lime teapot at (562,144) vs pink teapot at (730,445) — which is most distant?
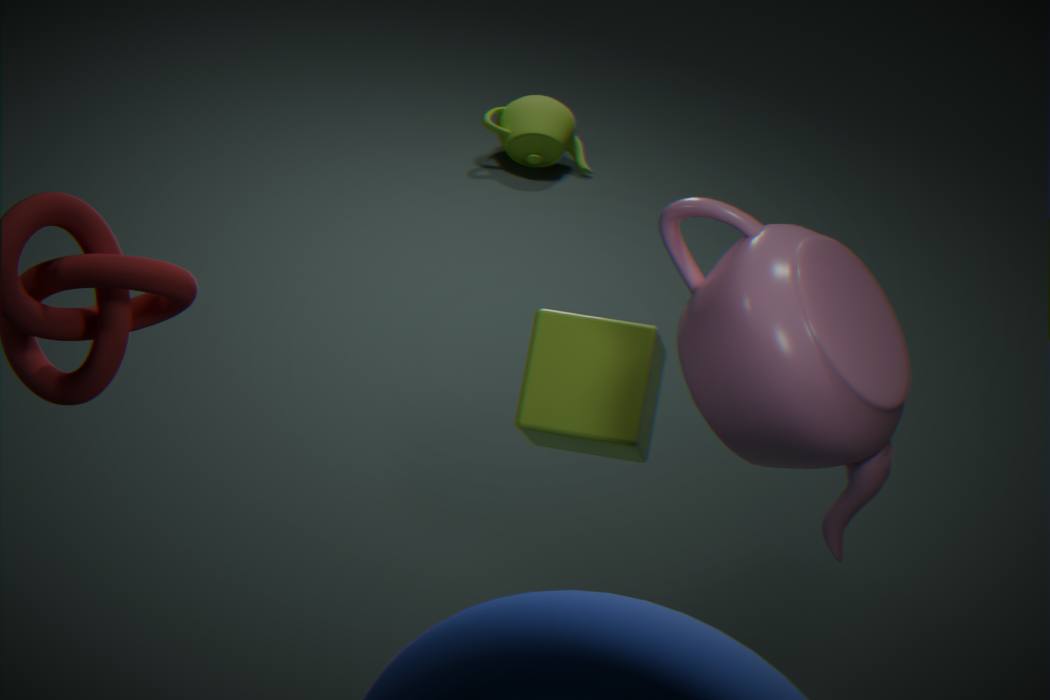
lime teapot at (562,144)
